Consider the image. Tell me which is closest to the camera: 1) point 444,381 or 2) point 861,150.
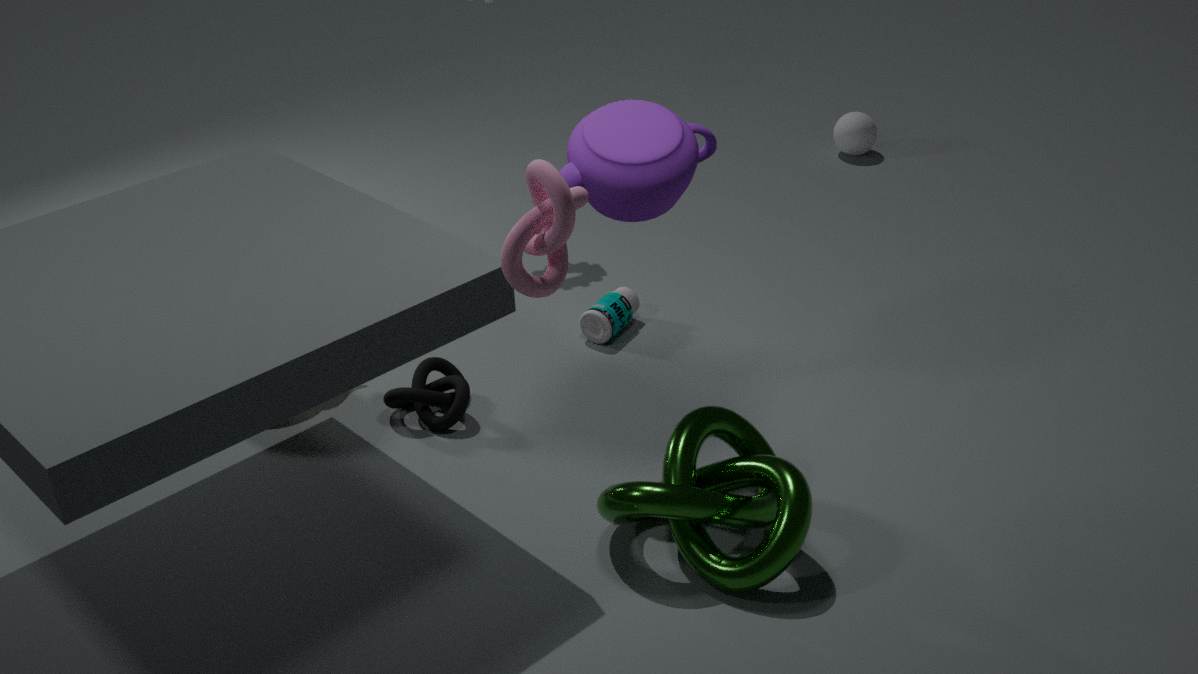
1. point 444,381
